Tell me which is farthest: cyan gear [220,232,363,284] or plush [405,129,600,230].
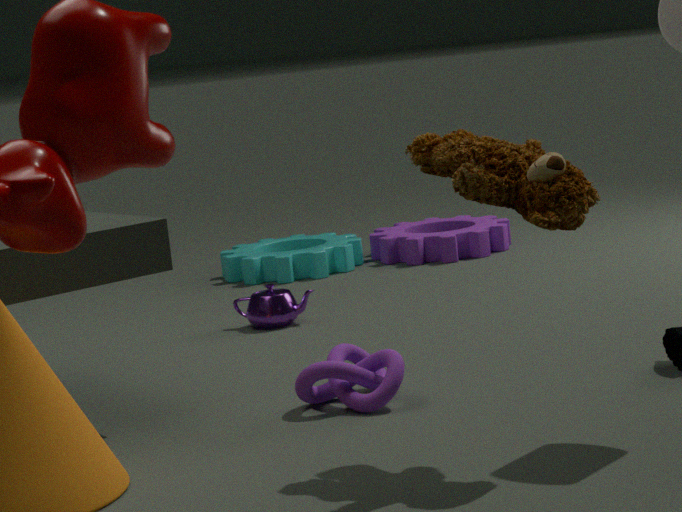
cyan gear [220,232,363,284]
